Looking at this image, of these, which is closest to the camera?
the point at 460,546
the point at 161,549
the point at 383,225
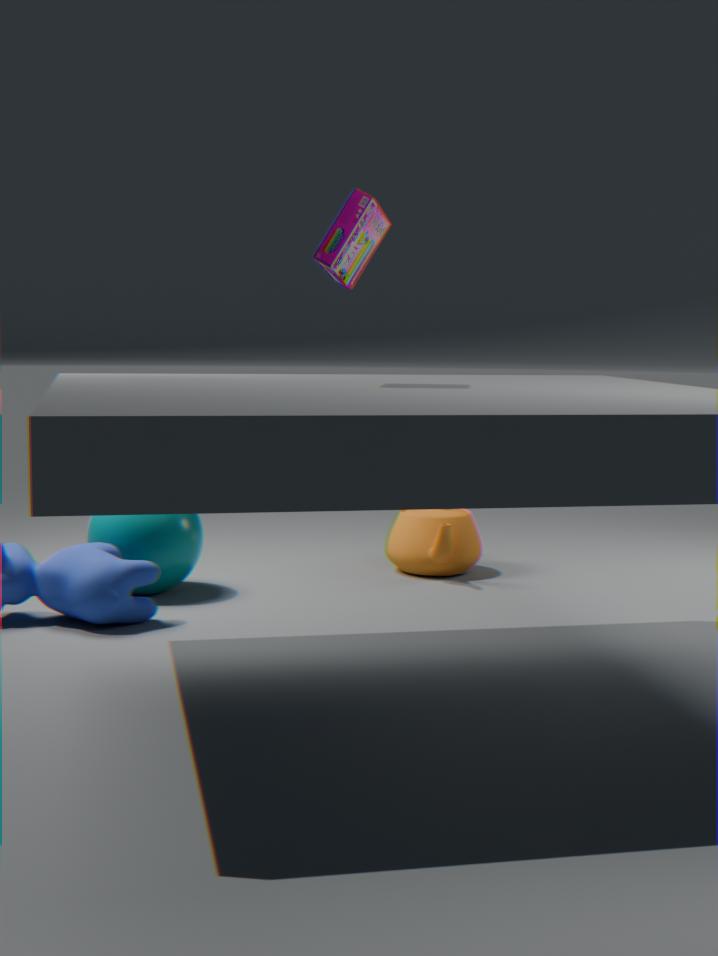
the point at 383,225
